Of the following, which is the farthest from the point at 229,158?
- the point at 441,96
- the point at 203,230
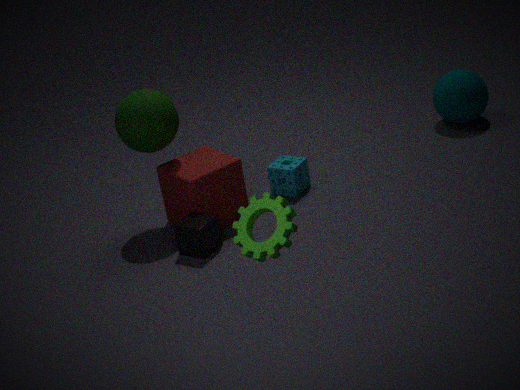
the point at 441,96
